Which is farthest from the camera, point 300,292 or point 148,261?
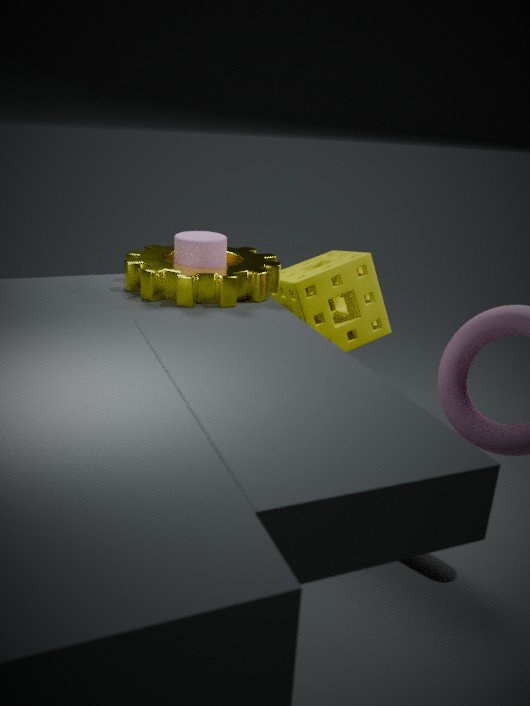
point 300,292
